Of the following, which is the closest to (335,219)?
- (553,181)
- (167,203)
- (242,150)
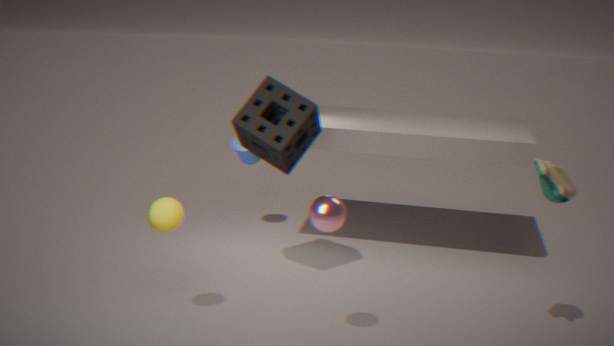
(167,203)
